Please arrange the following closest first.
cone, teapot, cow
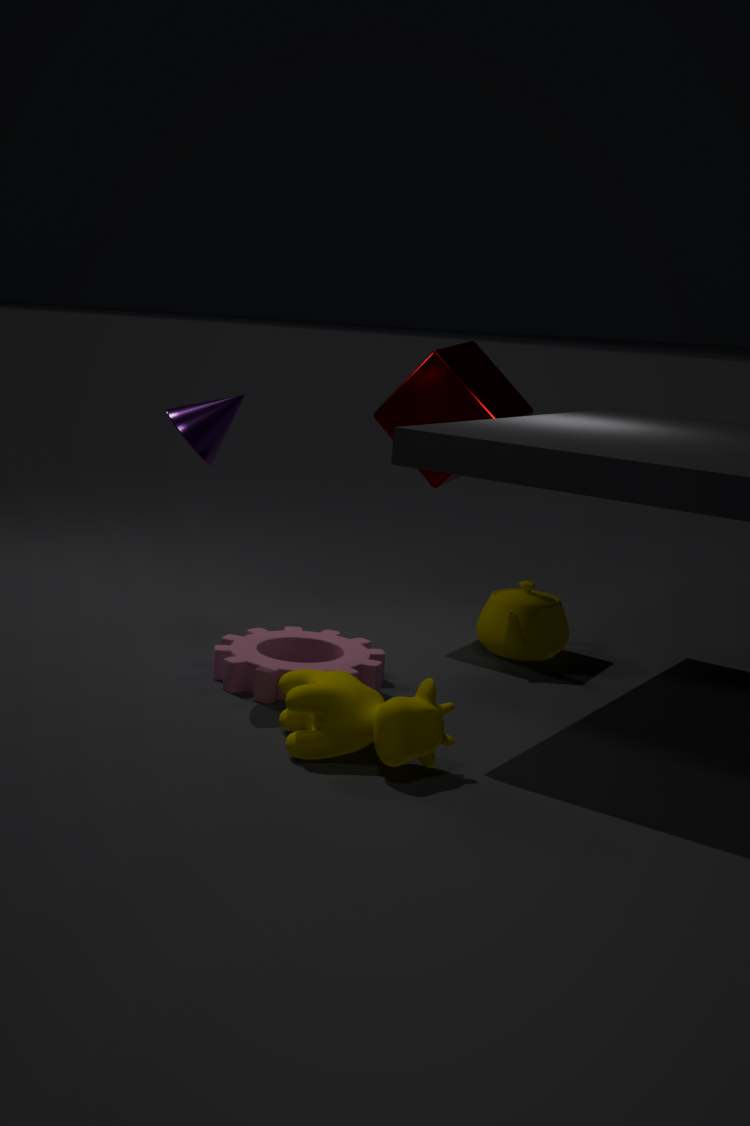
1. cow
2. cone
3. teapot
